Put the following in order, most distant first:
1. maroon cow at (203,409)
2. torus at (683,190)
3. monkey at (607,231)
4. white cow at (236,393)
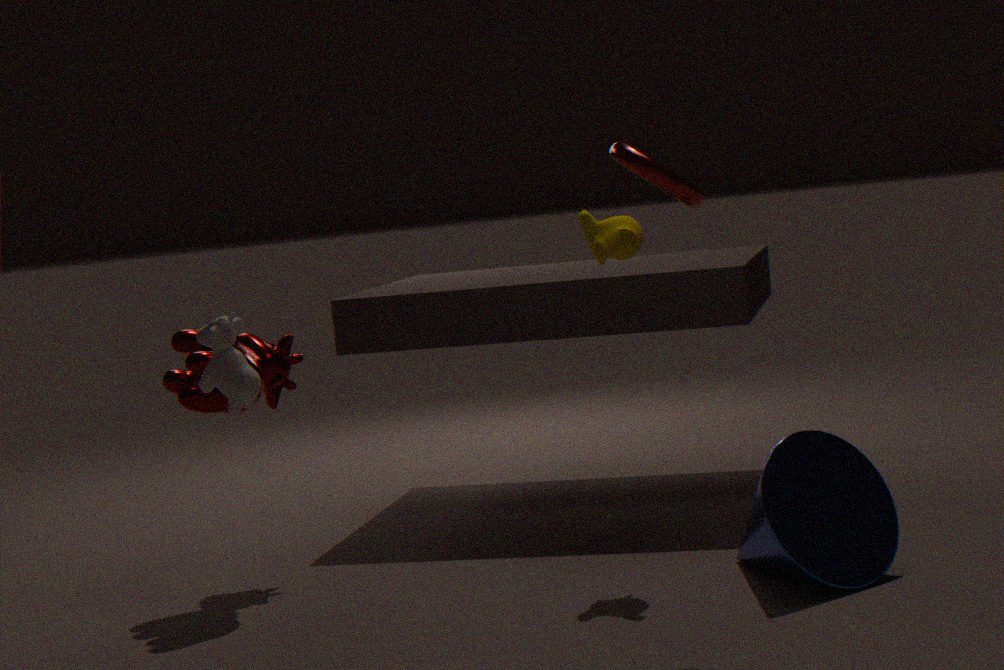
maroon cow at (203,409), monkey at (607,231), white cow at (236,393), torus at (683,190)
